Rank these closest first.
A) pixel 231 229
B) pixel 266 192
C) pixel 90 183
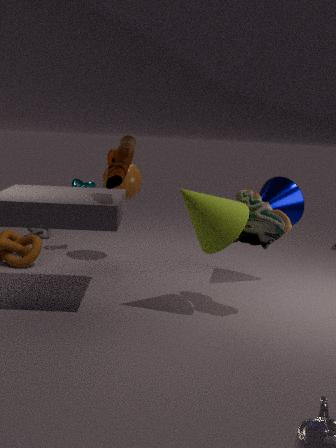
pixel 231 229, pixel 266 192, pixel 90 183
